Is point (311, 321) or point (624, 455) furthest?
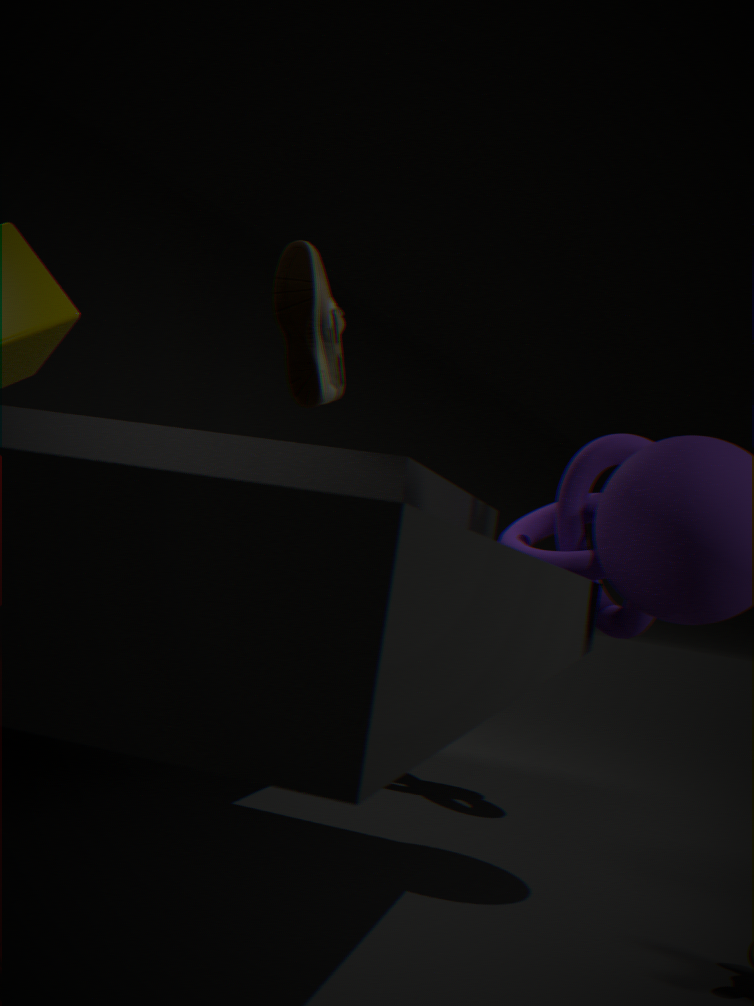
point (624, 455)
